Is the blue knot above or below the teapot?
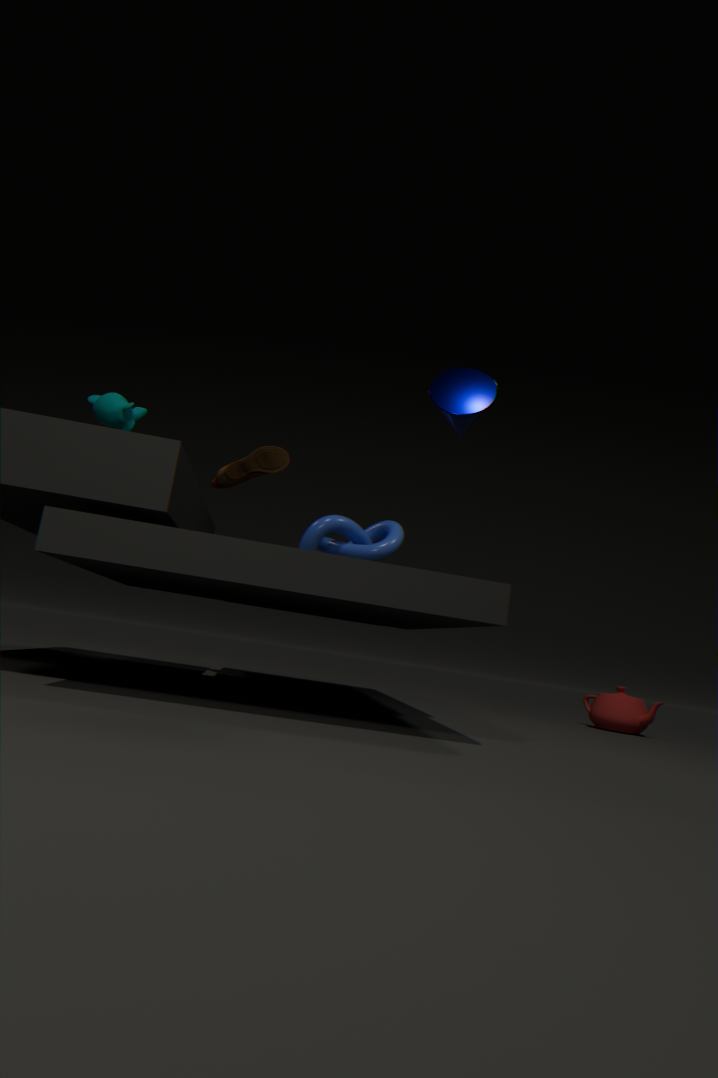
above
